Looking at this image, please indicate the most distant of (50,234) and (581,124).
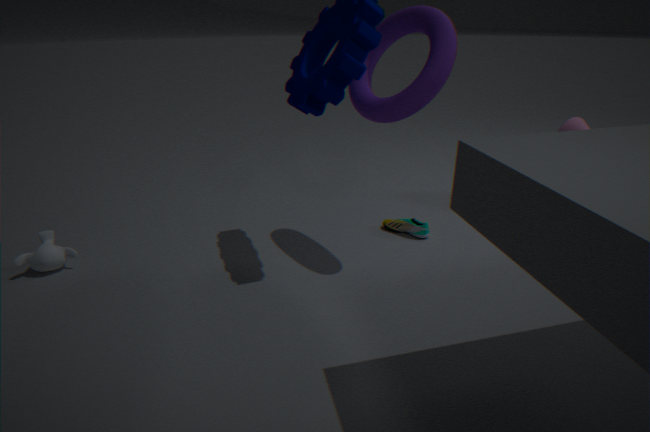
(581,124)
